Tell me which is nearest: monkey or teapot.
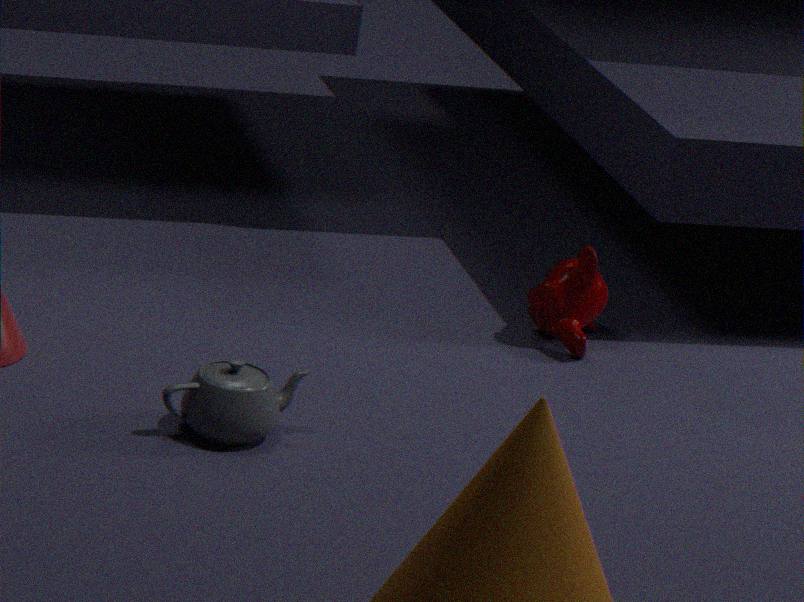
teapot
